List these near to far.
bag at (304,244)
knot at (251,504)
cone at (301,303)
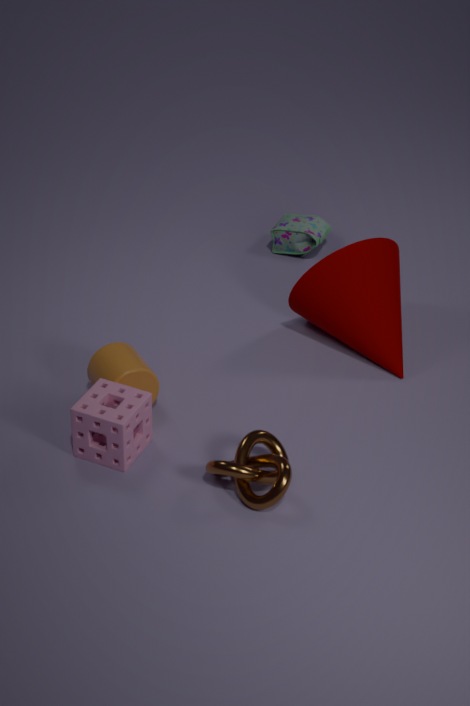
1. knot at (251,504)
2. cone at (301,303)
3. bag at (304,244)
